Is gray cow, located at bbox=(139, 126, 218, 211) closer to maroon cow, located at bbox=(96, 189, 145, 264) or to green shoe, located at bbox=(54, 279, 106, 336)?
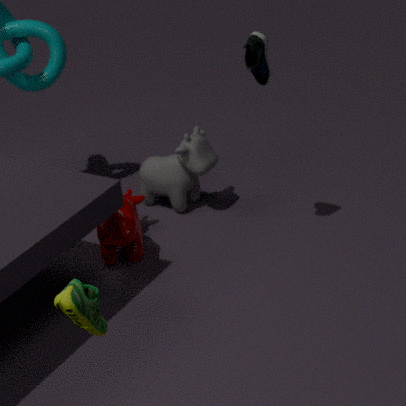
maroon cow, located at bbox=(96, 189, 145, 264)
